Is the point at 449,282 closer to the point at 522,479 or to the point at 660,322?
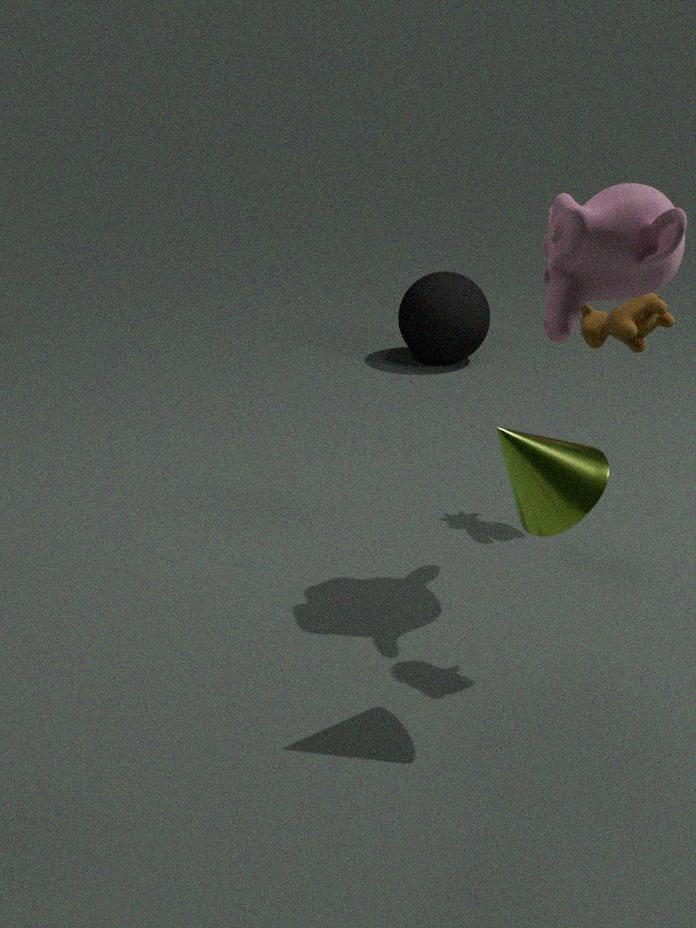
the point at 660,322
